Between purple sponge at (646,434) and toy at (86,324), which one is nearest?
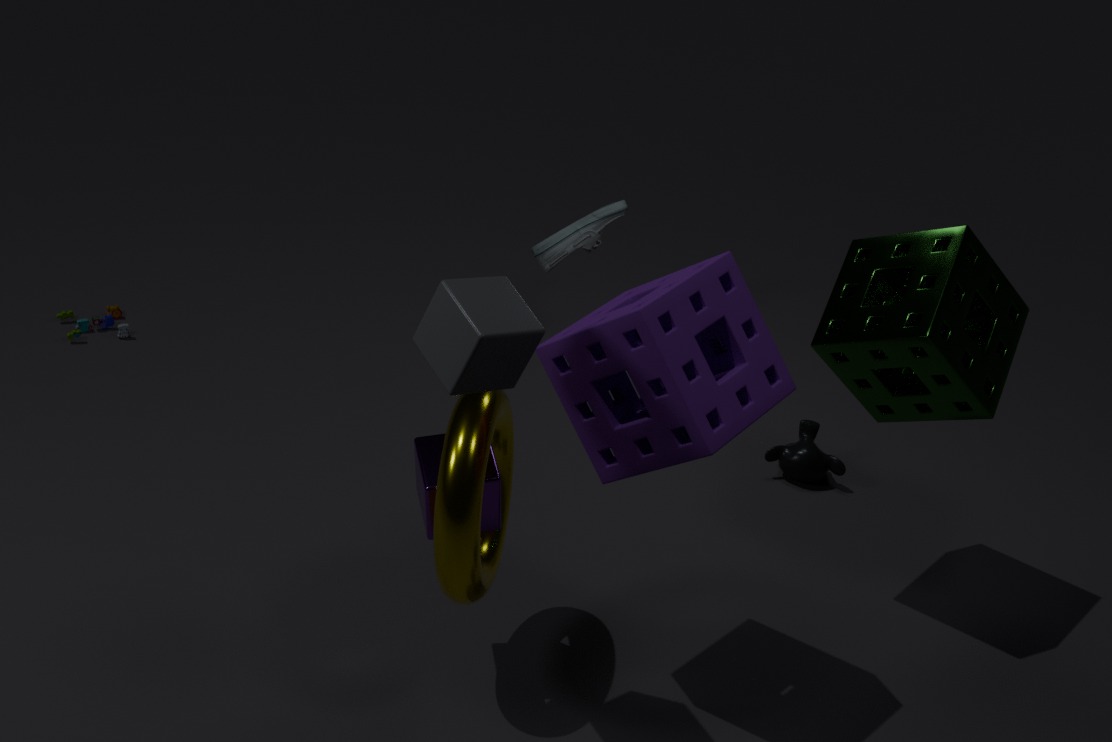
purple sponge at (646,434)
